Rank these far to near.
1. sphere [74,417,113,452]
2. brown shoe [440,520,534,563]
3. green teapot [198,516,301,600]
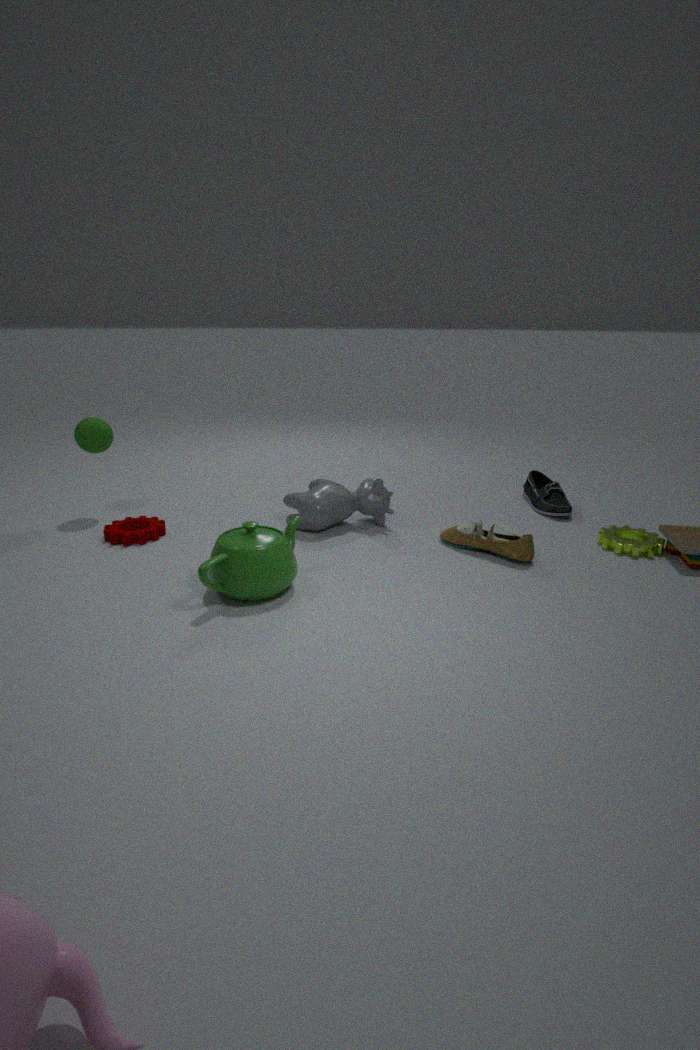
sphere [74,417,113,452]
brown shoe [440,520,534,563]
green teapot [198,516,301,600]
